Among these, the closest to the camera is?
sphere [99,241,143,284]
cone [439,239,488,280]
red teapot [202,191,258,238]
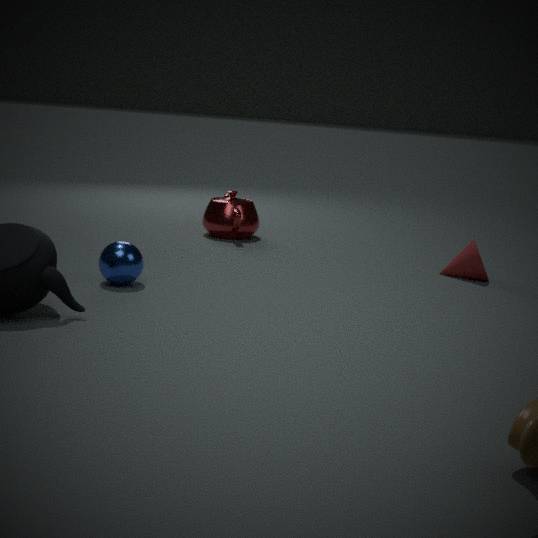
sphere [99,241,143,284]
